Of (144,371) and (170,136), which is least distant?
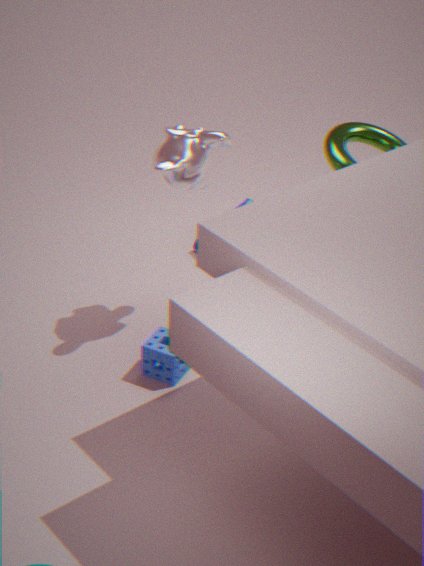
(170,136)
